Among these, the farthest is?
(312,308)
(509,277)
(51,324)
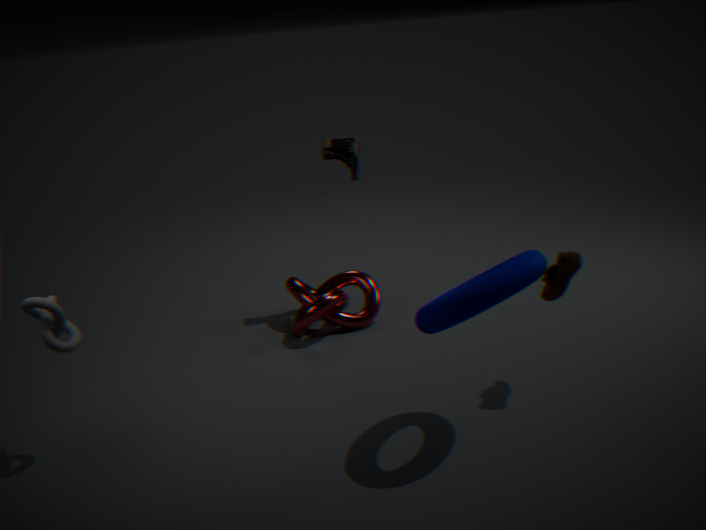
(312,308)
